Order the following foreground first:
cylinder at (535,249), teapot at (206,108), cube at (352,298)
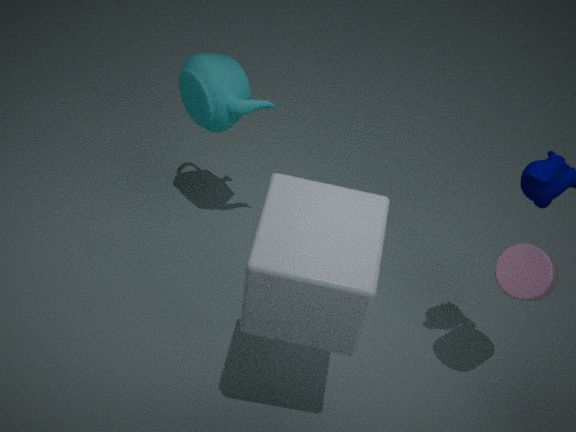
cube at (352,298), cylinder at (535,249), teapot at (206,108)
